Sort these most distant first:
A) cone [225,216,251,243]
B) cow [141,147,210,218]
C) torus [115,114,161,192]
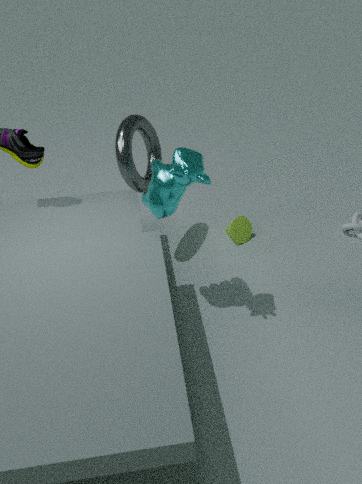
cone [225,216,251,243] < torus [115,114,161,192] < cow [141,147,210,218]
